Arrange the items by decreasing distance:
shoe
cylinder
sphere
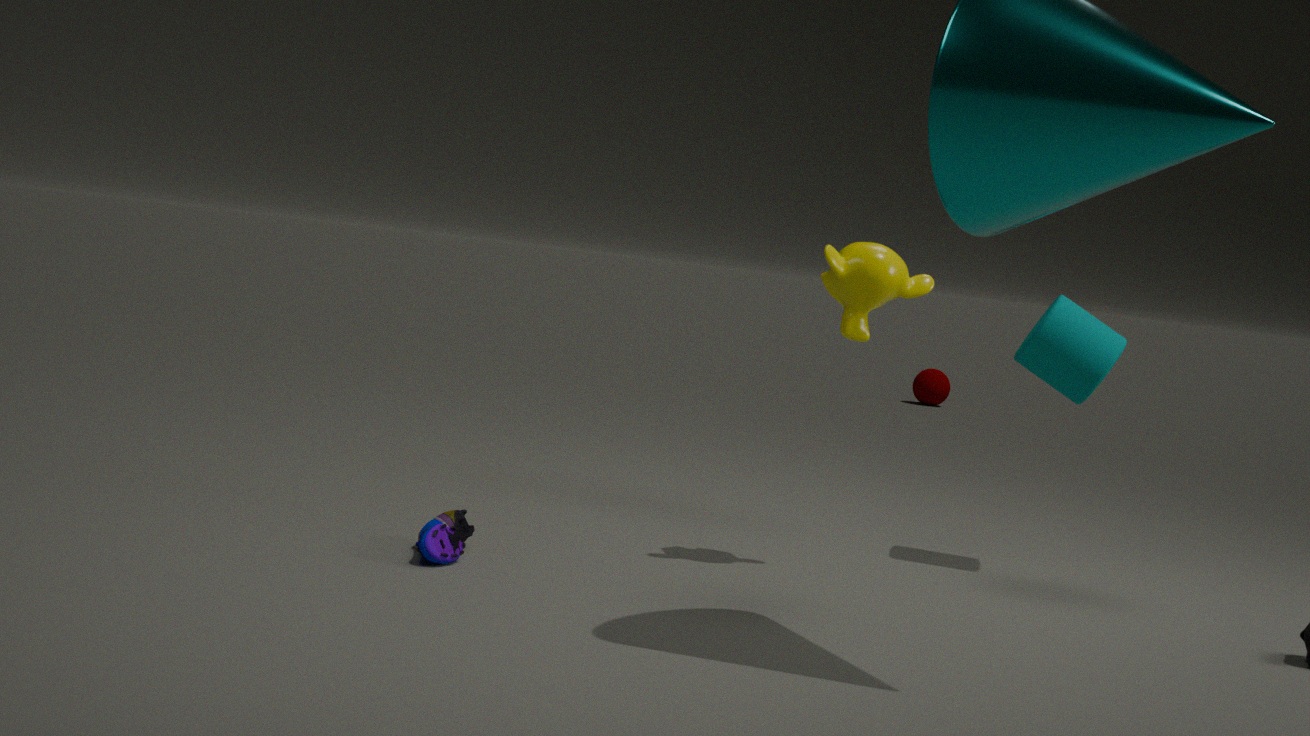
sphere
cylinder
shoe
